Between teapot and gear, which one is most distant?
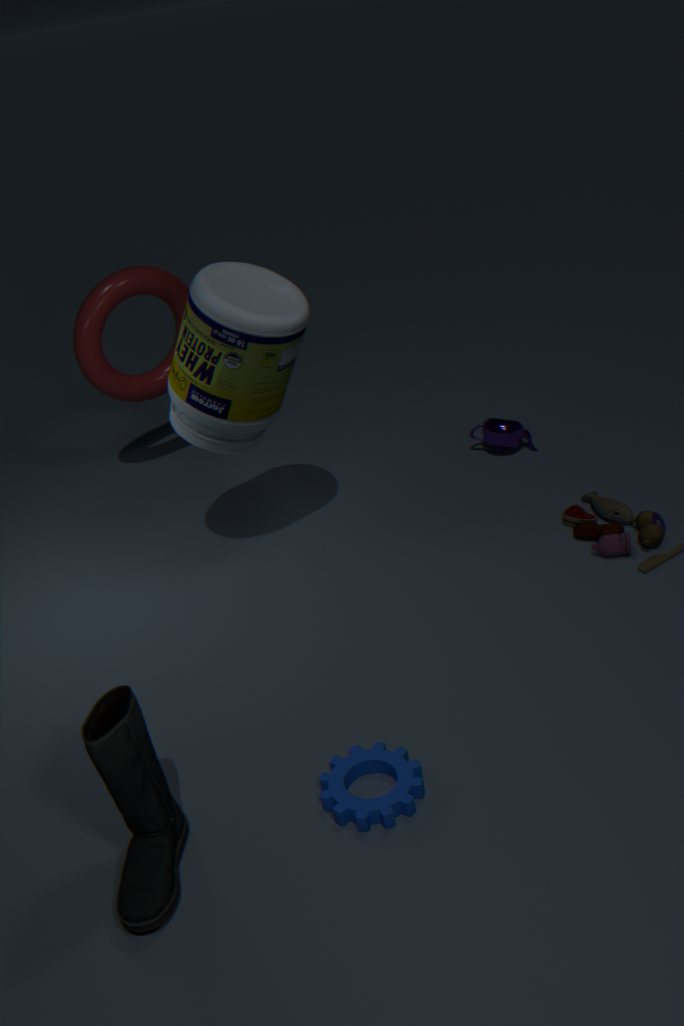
teapot
